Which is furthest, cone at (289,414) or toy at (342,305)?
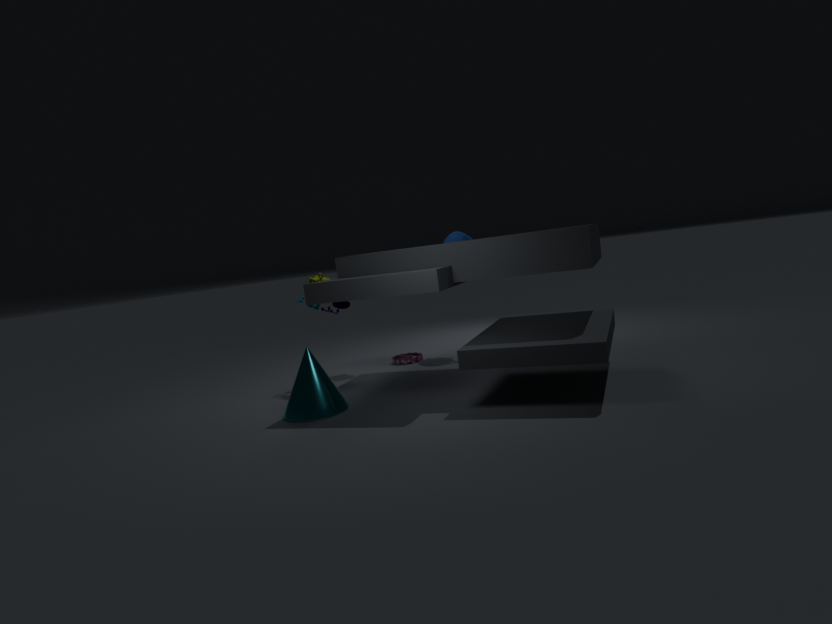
toy at (342,305)
